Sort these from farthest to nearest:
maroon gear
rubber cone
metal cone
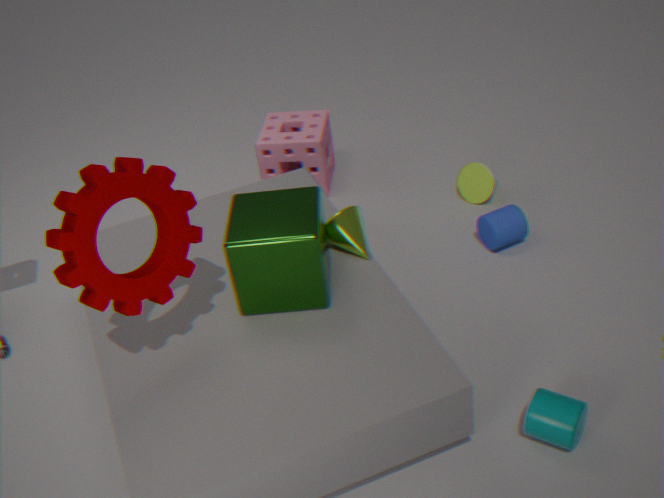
rubber cone
metal cone
maroon gear
